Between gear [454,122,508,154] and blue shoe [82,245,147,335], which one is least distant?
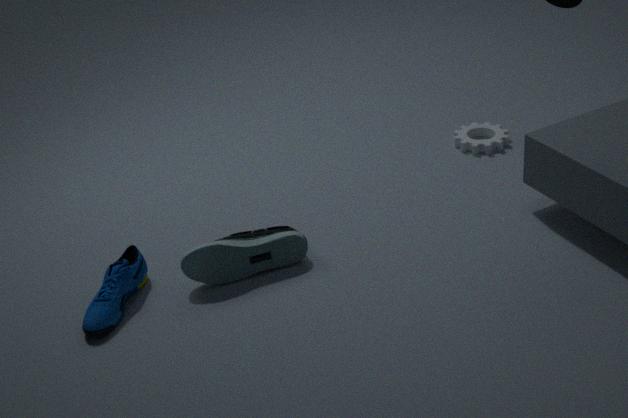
blue shoe [82,245,147,335]
